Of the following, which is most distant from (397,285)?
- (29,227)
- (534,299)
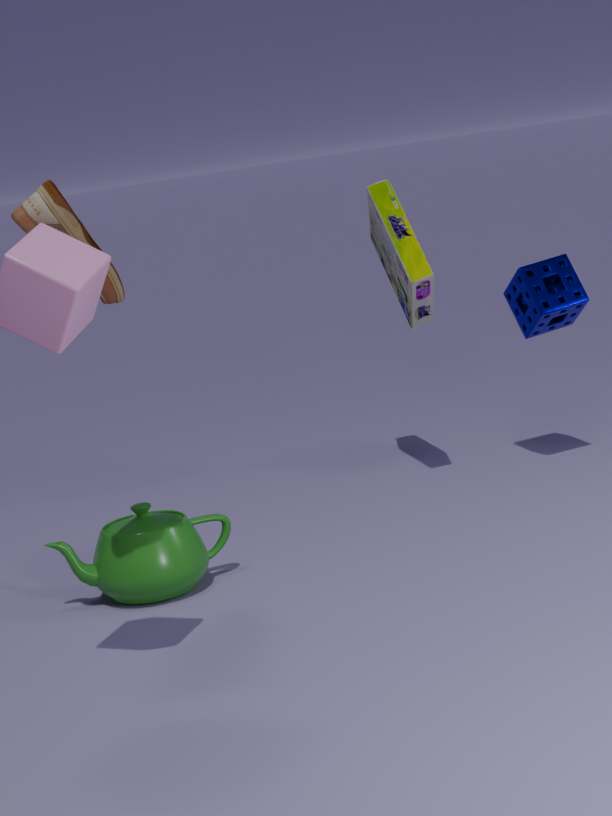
(29,227)
